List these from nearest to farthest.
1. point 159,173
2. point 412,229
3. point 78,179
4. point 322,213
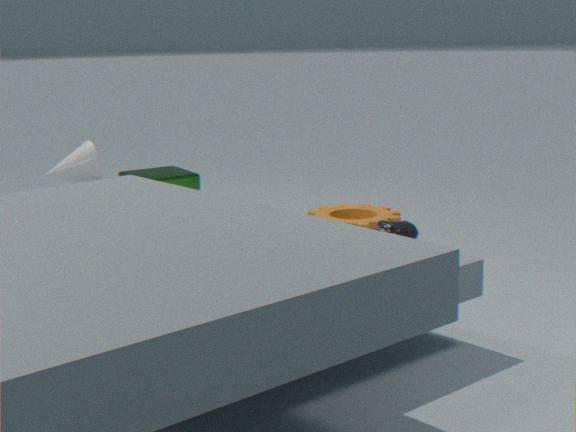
point 412,229
point 78,179
point 159,173
point 322,213
